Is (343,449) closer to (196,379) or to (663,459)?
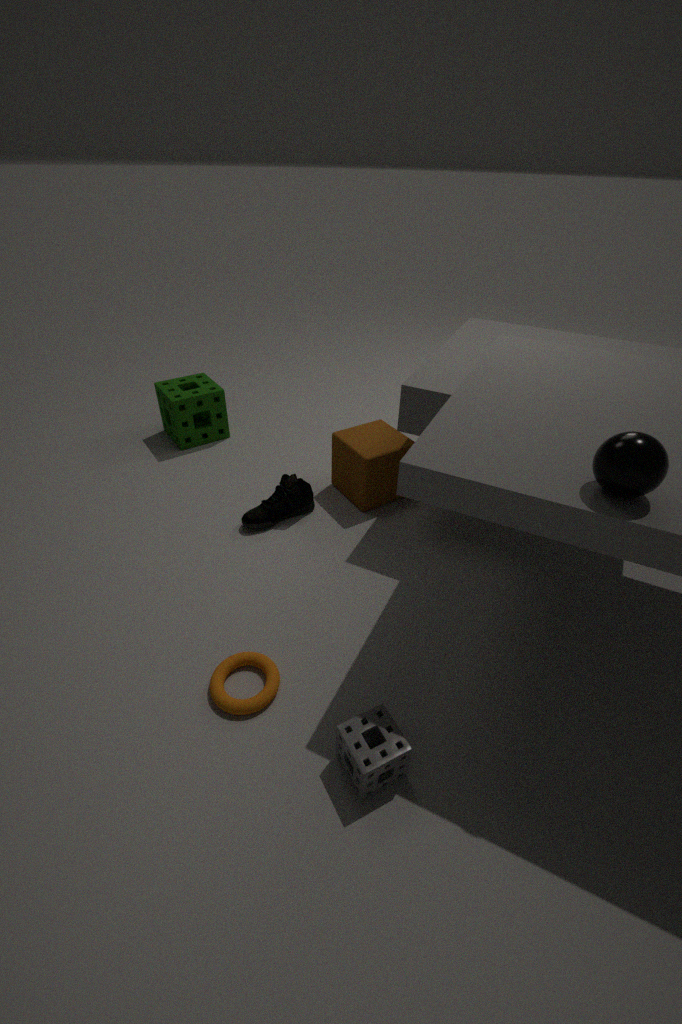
(196,379)
